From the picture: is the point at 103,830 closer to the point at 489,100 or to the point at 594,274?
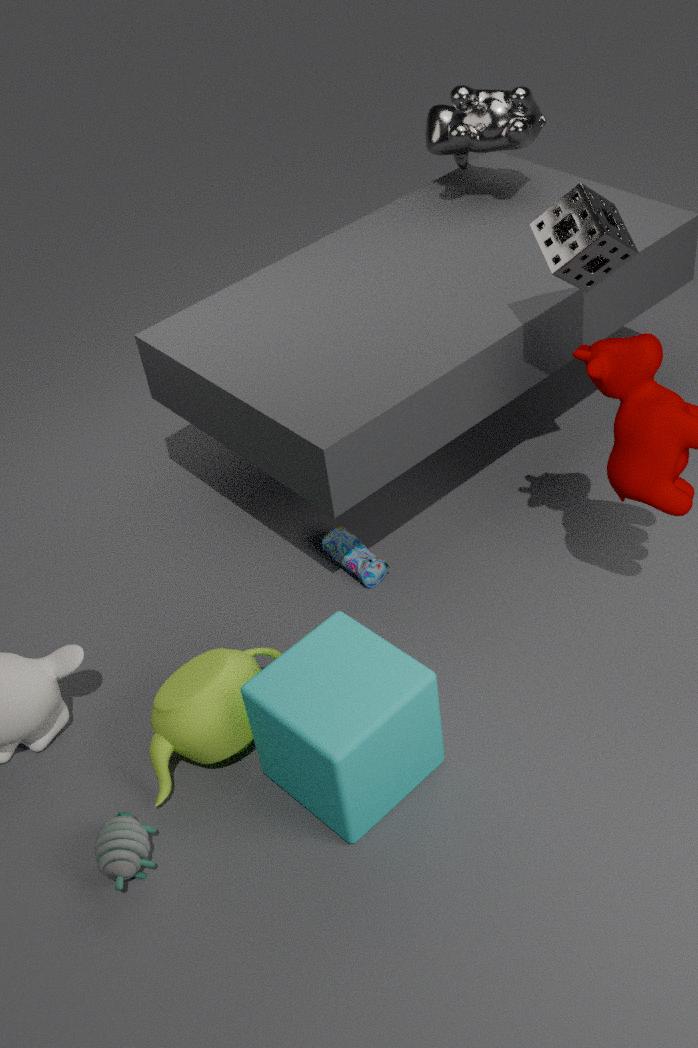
the point at 594,274
